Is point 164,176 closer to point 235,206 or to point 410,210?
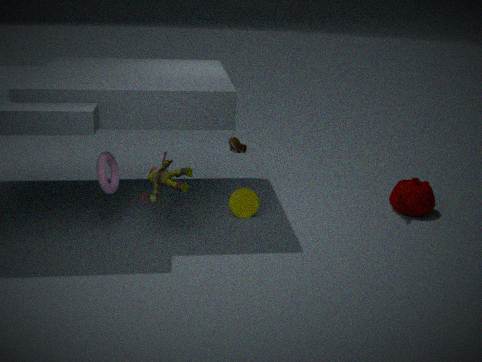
point 235,206
